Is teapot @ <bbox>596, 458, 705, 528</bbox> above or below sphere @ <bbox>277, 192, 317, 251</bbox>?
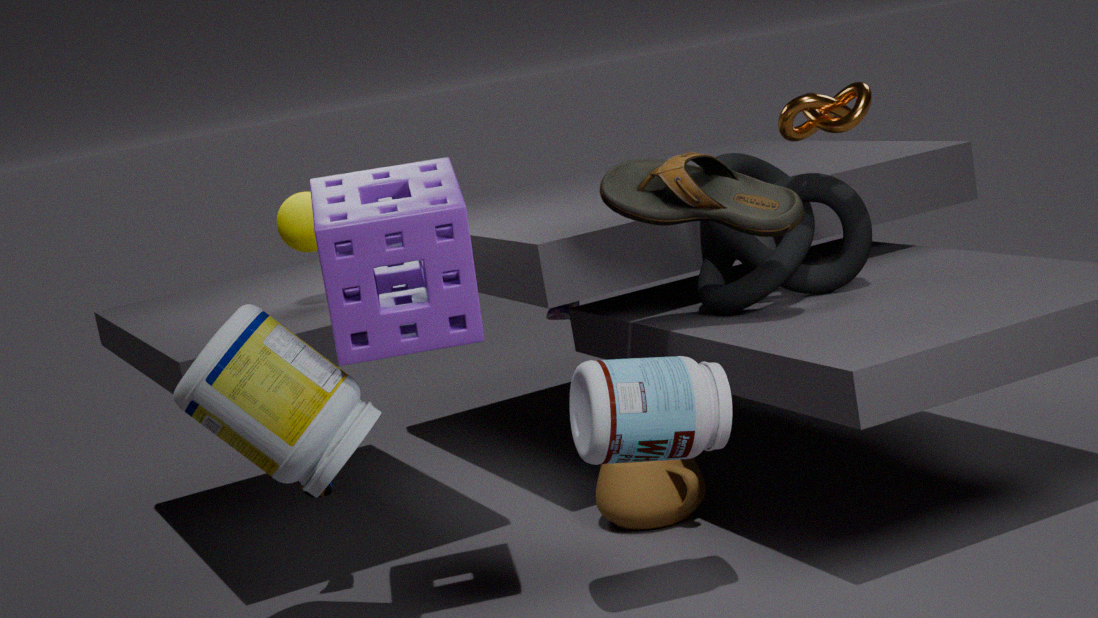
below
